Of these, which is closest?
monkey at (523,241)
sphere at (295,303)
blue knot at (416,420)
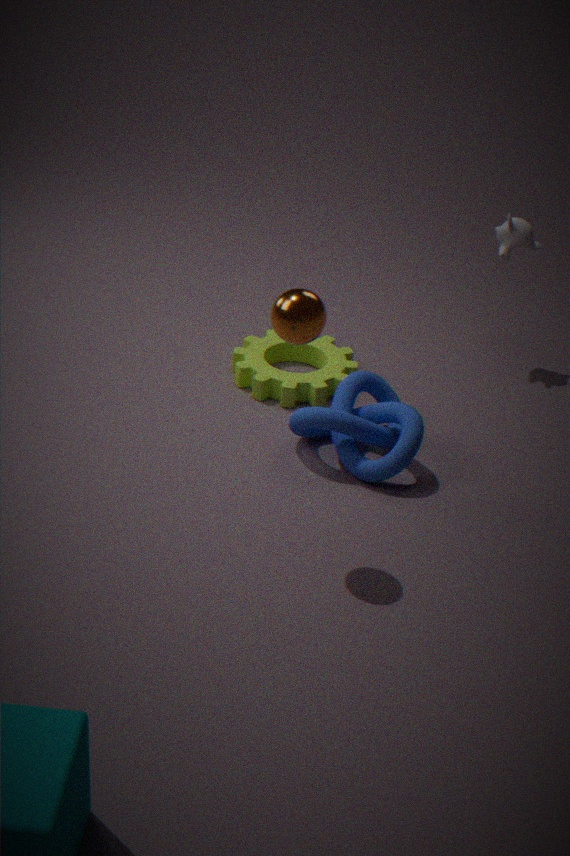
sphere at (295,303)
